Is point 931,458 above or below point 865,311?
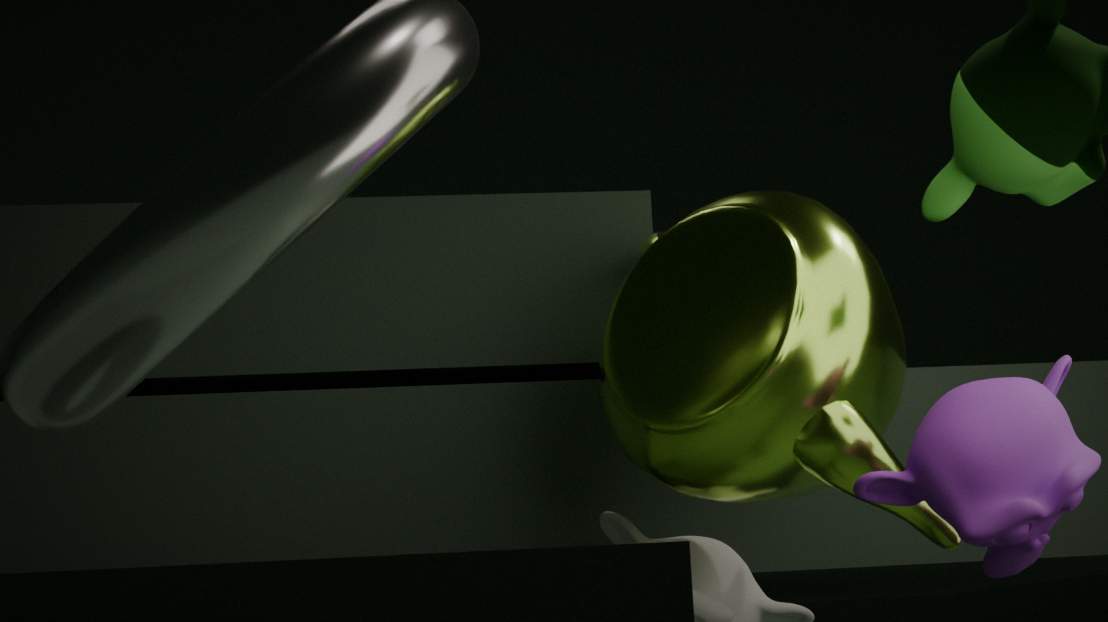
below
